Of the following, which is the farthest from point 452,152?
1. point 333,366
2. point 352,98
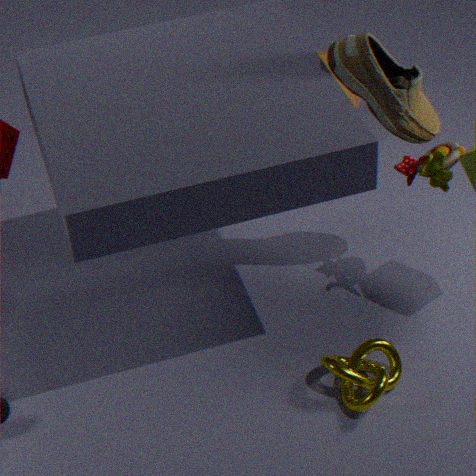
point 352,98
